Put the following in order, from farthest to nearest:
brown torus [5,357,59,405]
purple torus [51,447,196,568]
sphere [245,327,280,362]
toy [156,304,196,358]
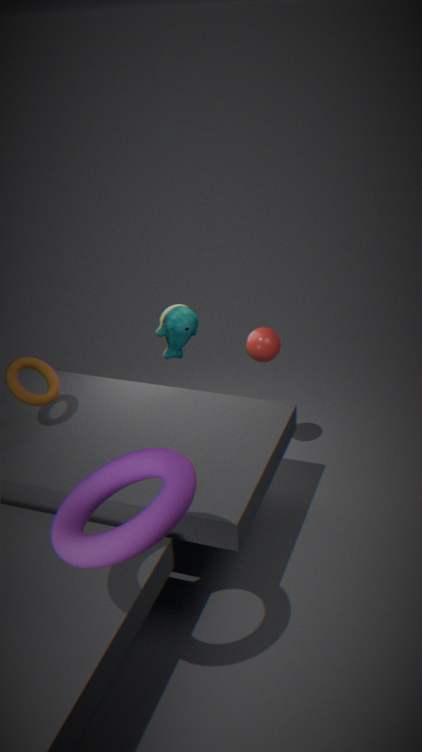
1. sphere [245,327,280,362]
2. toy [156,304,196,358]
3. brown torus [5,357,59,405]
4. purple torus [51,447,196,568]
